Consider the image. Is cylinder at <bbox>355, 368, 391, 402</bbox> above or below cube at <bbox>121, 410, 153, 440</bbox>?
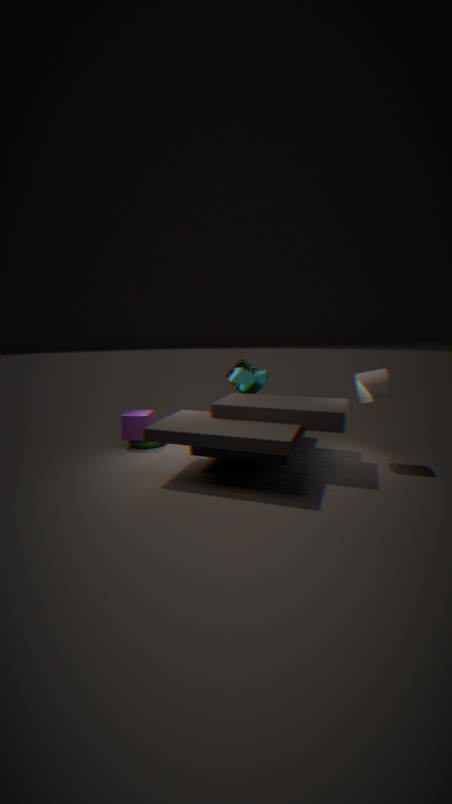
above
